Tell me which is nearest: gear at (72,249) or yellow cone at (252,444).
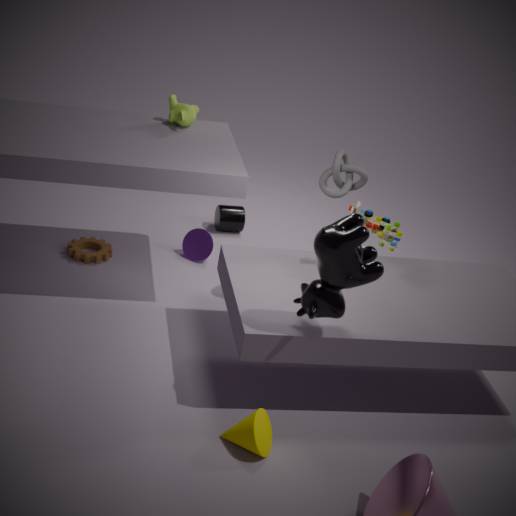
yellow cone at (252,444)
